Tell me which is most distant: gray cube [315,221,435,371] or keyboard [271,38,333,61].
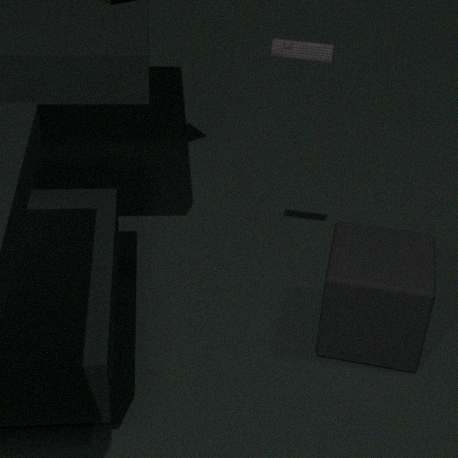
gray cube [315,221,435,371]
